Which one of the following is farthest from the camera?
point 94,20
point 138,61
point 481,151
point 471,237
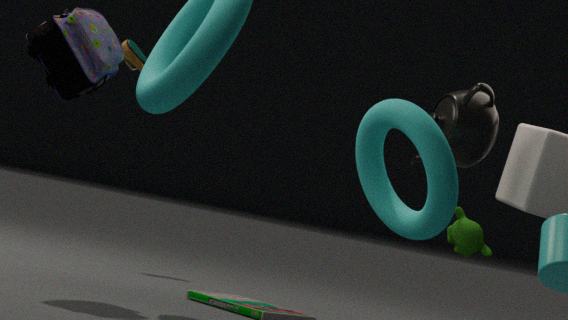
point 138,61
